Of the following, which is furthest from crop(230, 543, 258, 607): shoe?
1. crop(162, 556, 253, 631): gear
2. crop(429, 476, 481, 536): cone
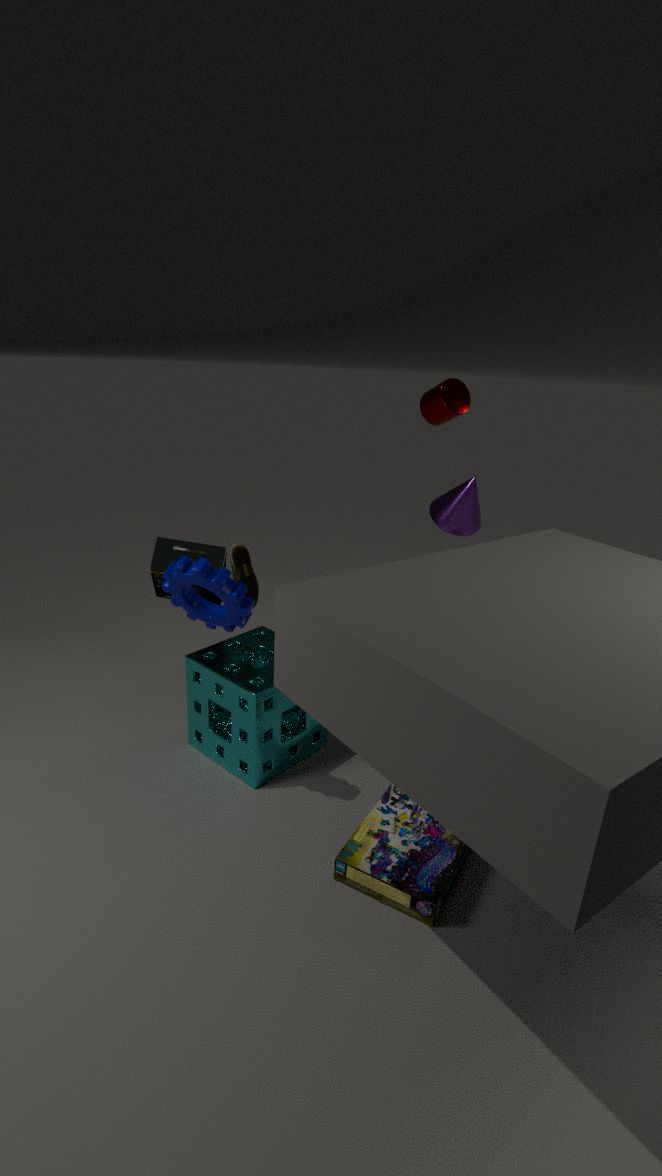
crop(429, 476, 481, 536): cone
